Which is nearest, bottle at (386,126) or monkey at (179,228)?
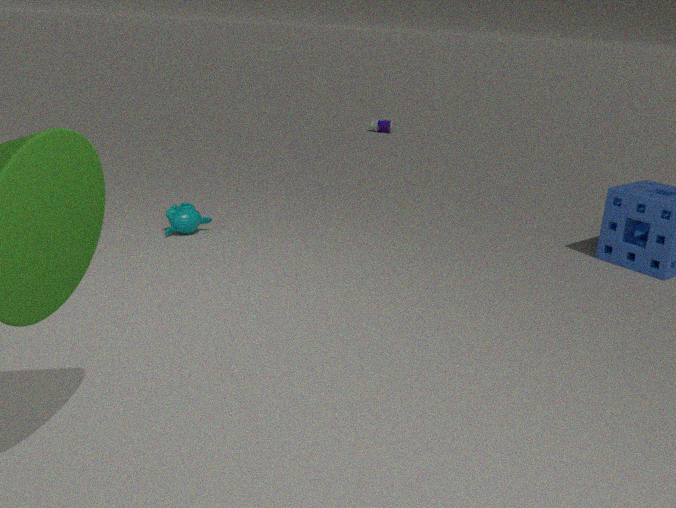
monkey at (179,228)
